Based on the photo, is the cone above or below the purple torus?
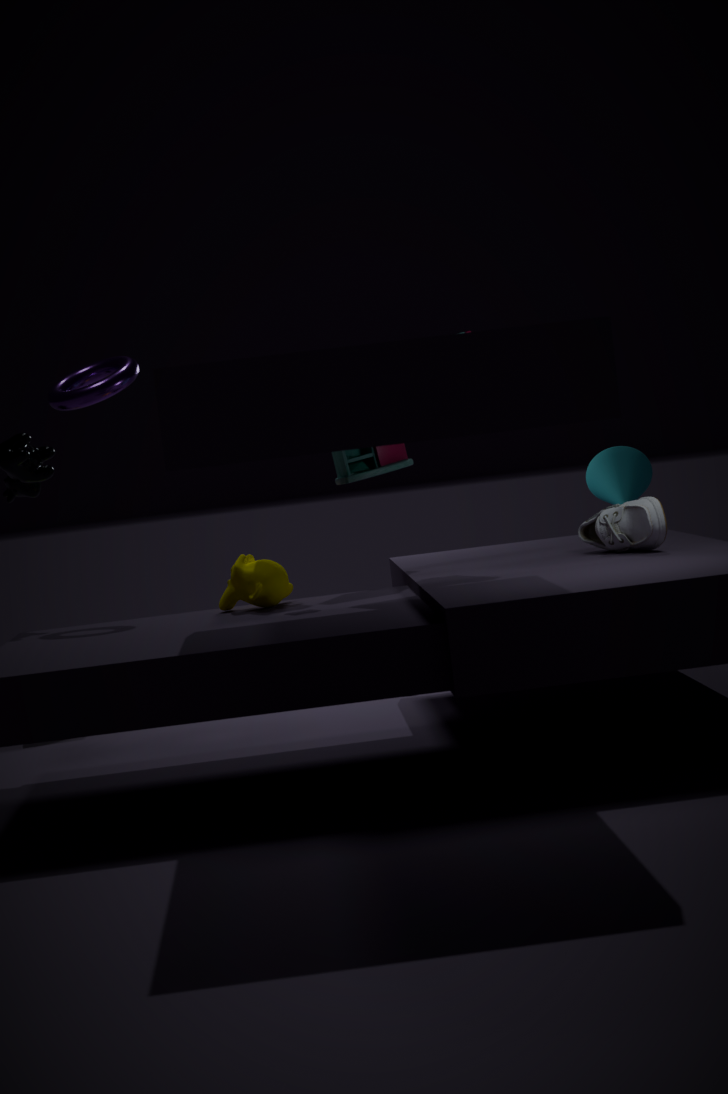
below
